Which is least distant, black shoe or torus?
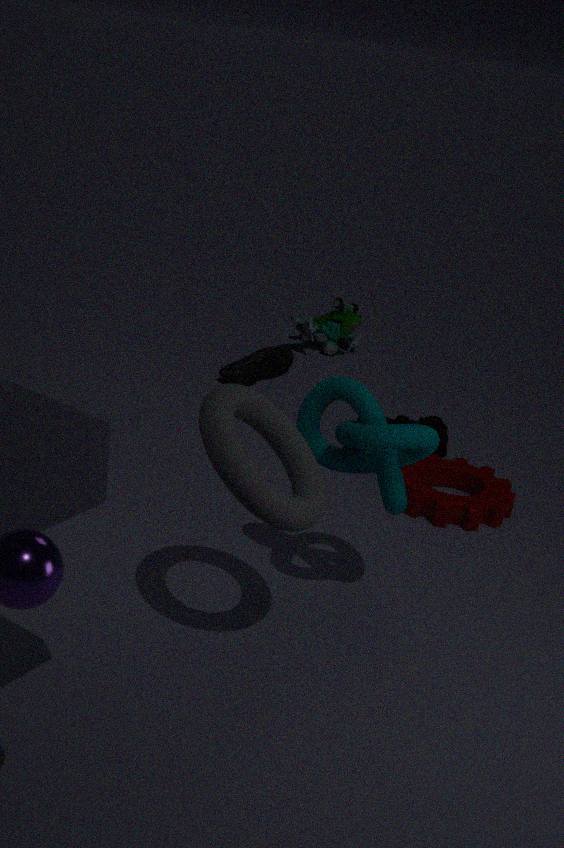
torus
